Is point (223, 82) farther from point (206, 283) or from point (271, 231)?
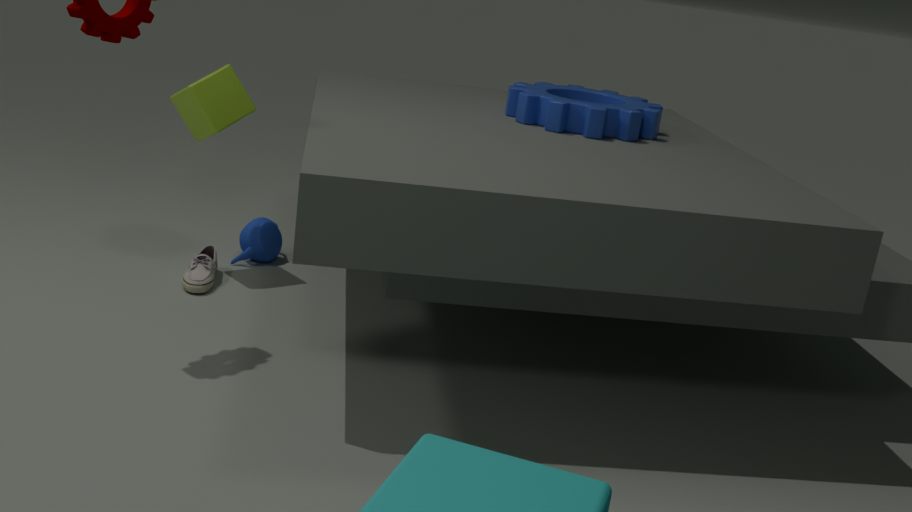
point (206, 283)
